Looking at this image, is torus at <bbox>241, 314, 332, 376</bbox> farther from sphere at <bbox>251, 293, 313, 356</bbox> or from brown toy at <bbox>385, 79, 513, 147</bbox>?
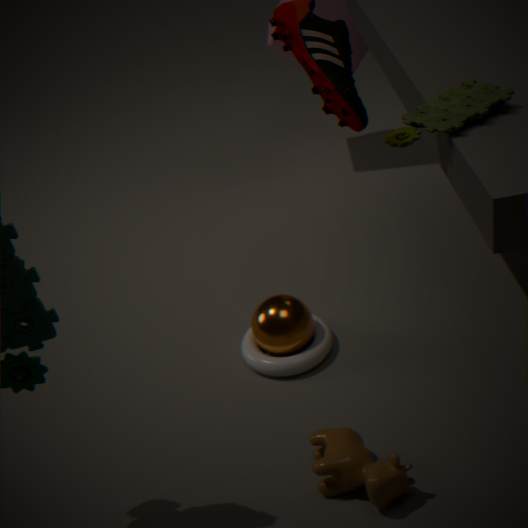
brown toy at <bbox>385, 79, 513, 147</bbox>
